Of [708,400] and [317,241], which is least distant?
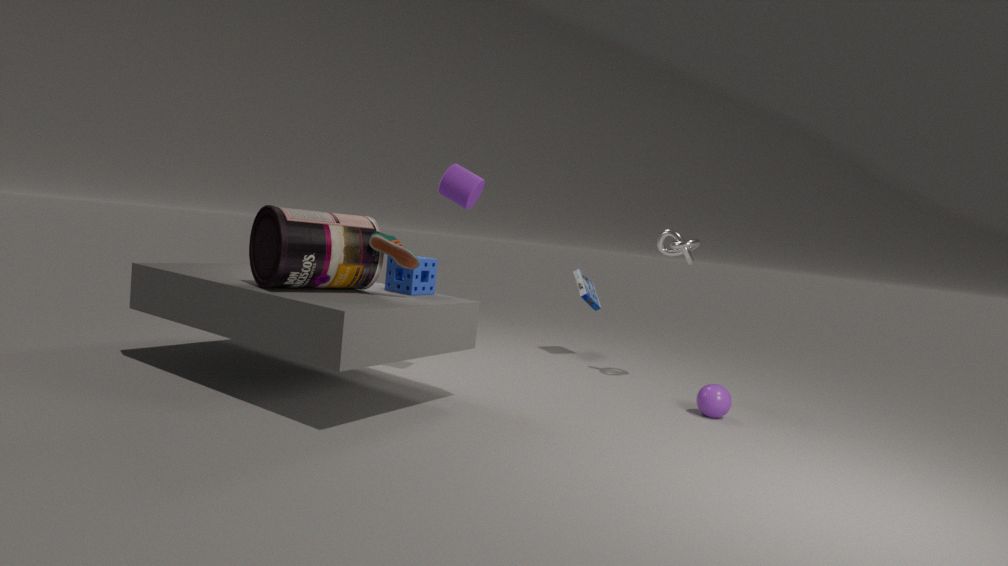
[317,241]
